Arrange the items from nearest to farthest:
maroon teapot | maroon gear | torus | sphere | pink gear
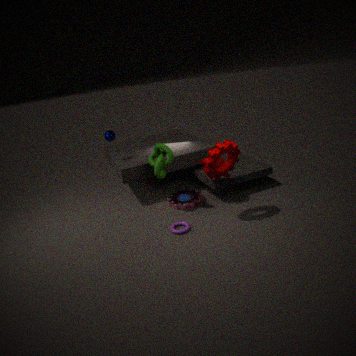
maroon gear < torus < maroon teapot < pink gear < sphere
